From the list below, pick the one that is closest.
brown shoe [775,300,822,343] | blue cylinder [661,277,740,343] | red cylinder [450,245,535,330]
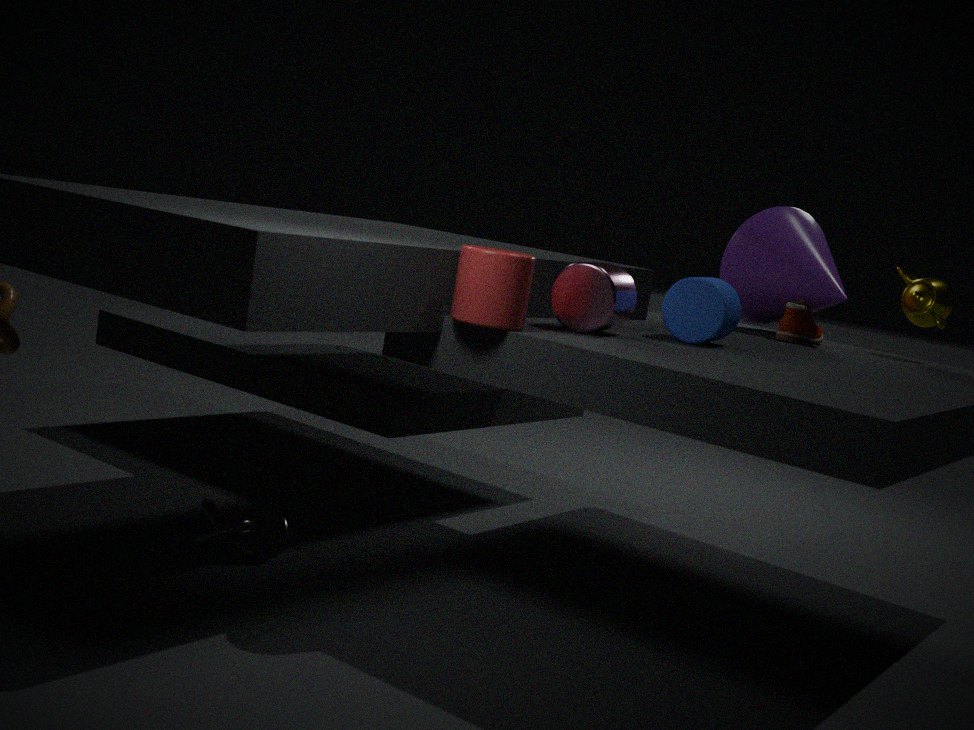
red cylinder [450,245,535,330]
